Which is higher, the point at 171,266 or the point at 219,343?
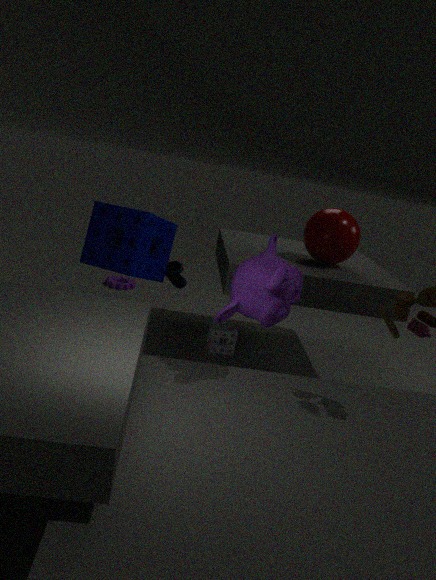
the point at 171,266
